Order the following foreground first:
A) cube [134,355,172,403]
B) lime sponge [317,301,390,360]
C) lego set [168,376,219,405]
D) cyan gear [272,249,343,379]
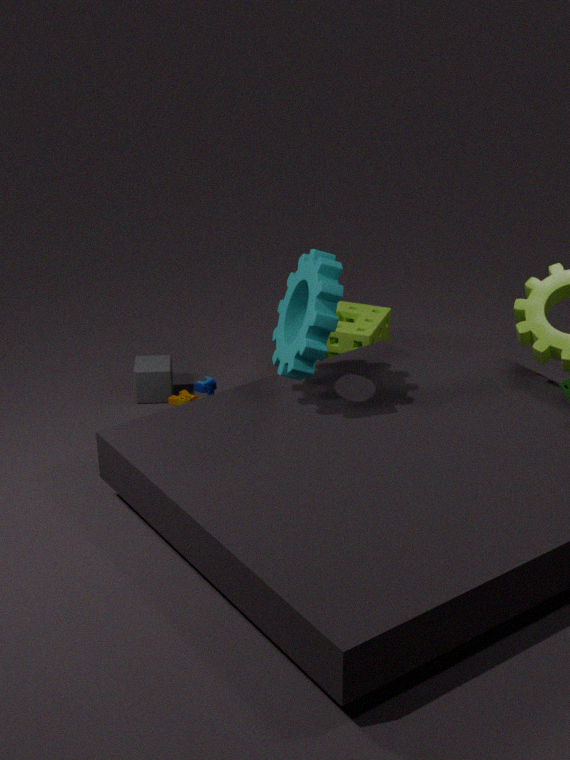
cyan gear [272,249,343,379] < lego set [168,376,219,405] < lime sponge [317,301,390,360] < cube [134,355,172,403]
